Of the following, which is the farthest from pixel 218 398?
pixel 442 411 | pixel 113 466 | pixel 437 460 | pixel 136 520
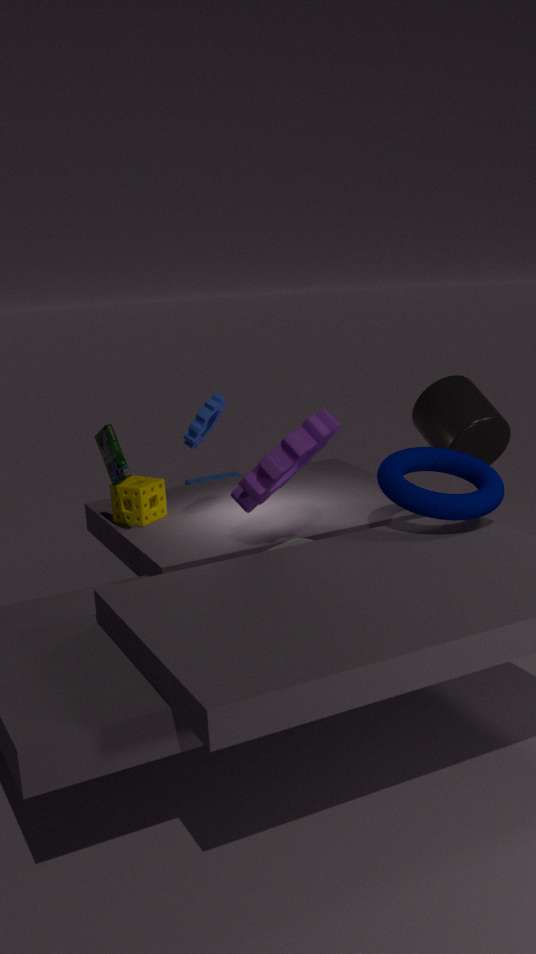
pixel 442 411
